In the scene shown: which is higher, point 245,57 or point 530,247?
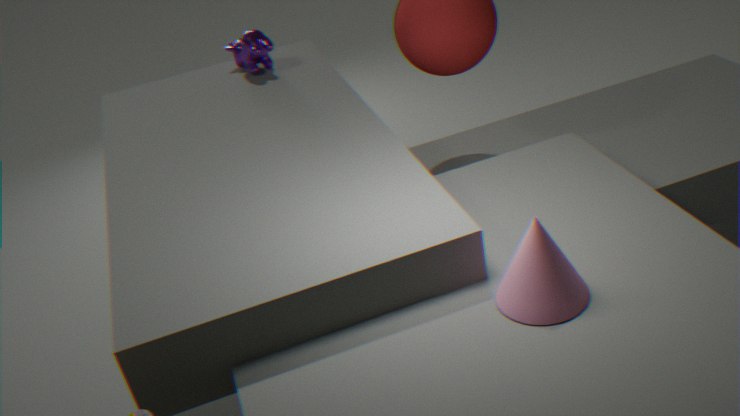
point 245,57
